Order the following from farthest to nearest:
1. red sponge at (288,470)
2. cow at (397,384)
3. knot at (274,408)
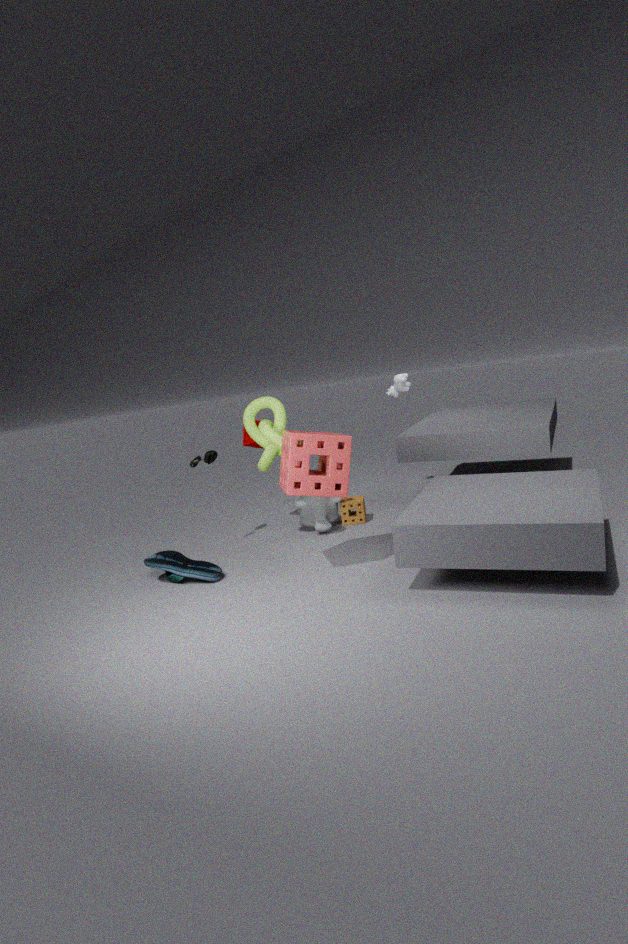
cow at (397,384)
knot at (274,408)
red sponge at (288,470)
